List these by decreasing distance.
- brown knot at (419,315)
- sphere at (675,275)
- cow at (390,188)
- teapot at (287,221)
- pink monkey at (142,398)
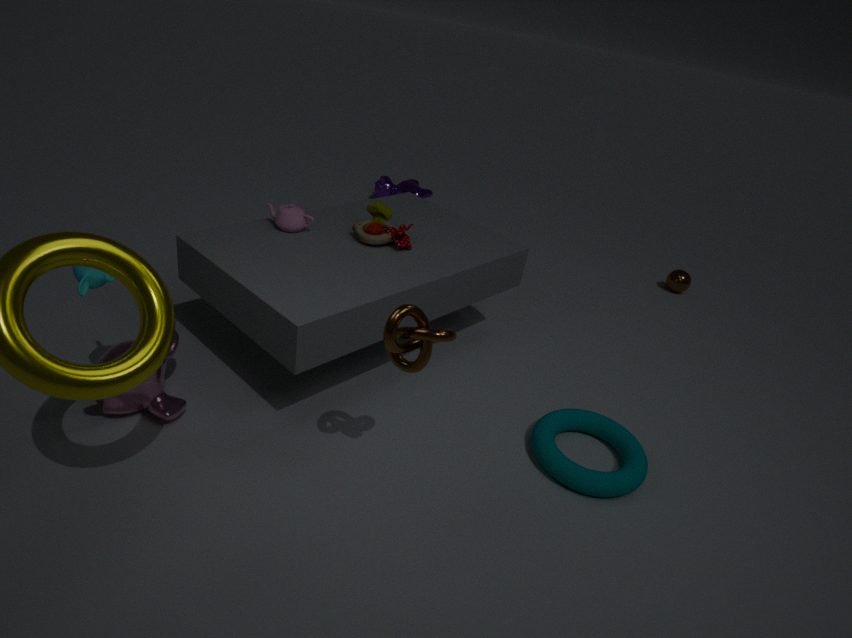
cow at (390,188), sphere at (675,275), teapot at (287,221), pink monkey at (142,398), brown knot at (419,315)
